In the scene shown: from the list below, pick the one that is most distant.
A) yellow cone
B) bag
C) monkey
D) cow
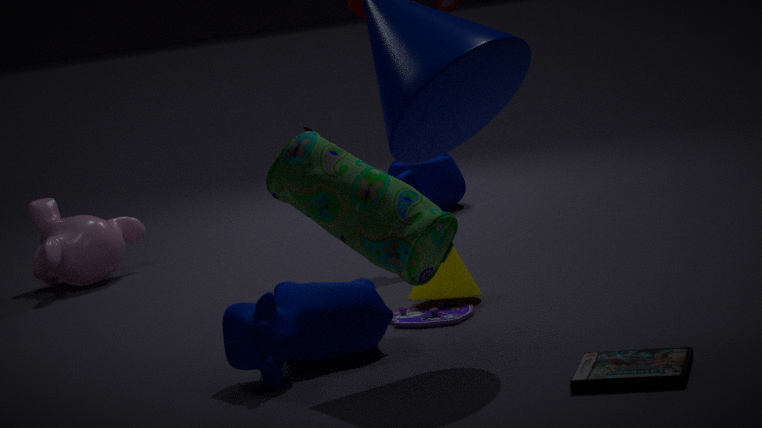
monkey
